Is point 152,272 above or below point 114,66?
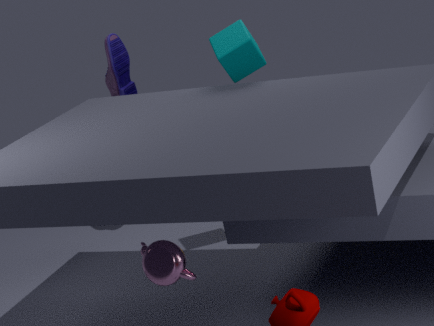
below
